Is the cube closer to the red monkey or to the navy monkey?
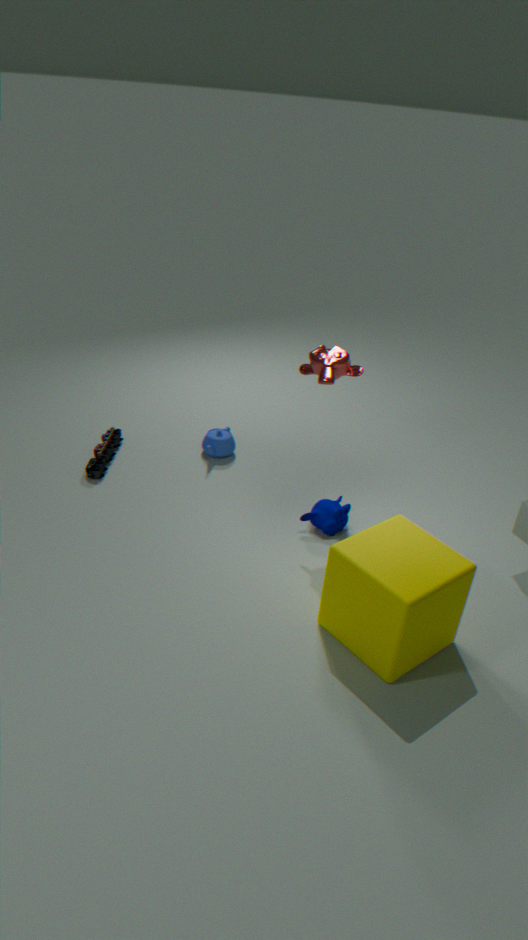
the navy monkey
